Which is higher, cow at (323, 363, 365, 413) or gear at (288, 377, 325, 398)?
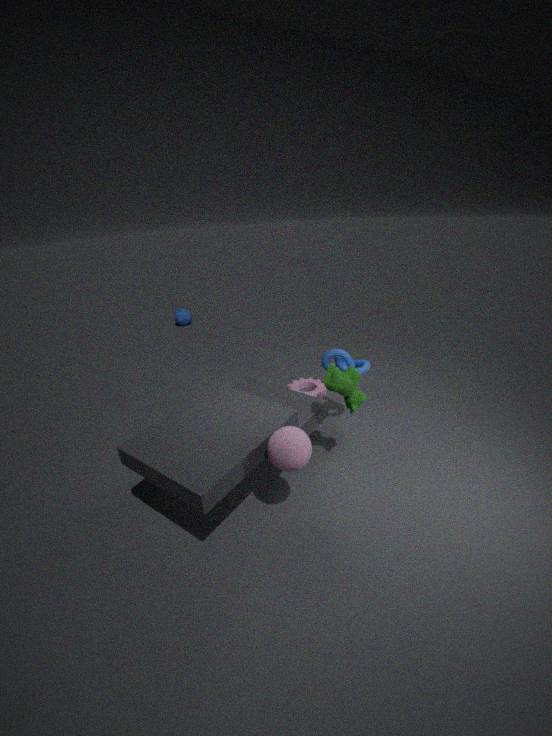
cow at (323, 363, 365, 413)
